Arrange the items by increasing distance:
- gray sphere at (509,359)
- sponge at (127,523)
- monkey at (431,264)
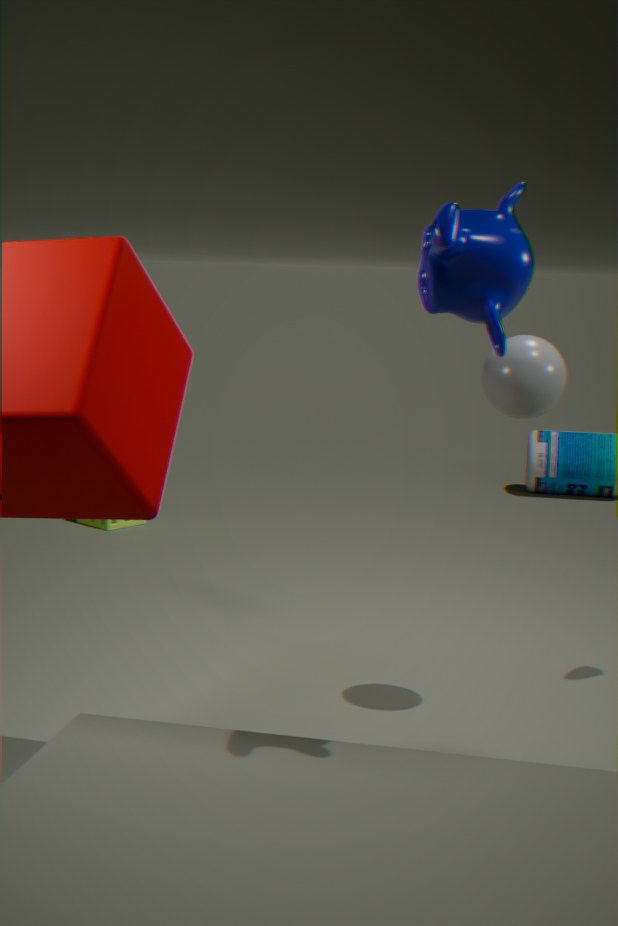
monkey at (431,264) → gray sphere at (509,359) → sponge at (127,523)
